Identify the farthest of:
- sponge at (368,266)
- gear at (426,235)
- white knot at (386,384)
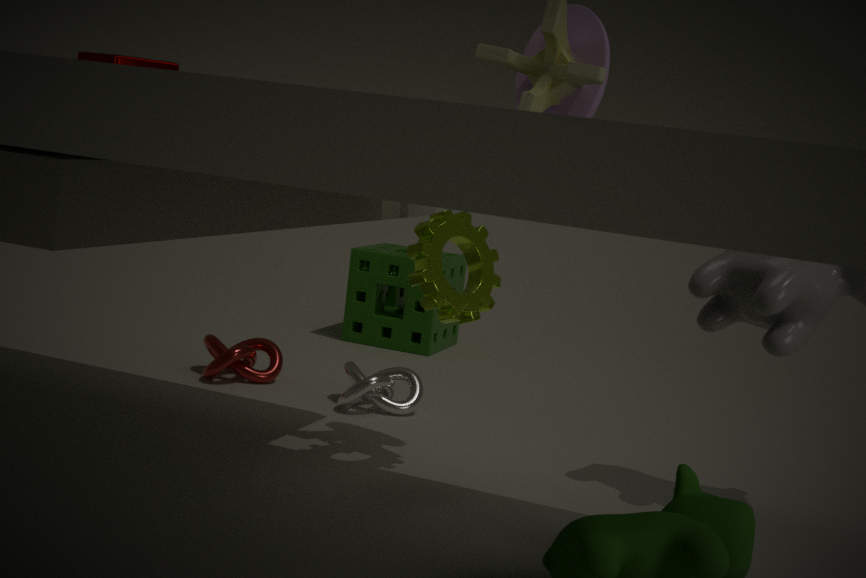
sponge at (368,266)
